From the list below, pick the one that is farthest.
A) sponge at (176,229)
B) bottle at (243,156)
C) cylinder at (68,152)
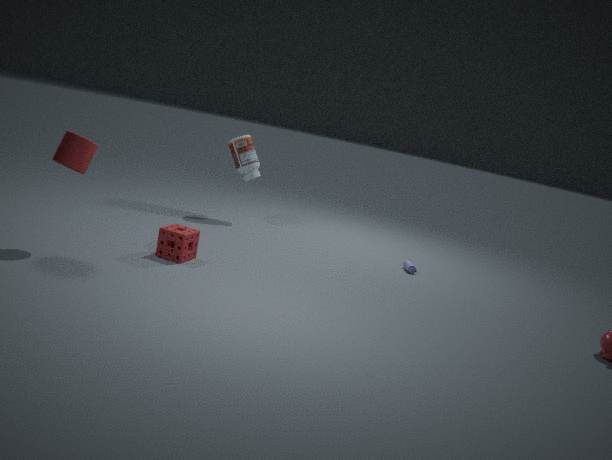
bottle at (243,156)
